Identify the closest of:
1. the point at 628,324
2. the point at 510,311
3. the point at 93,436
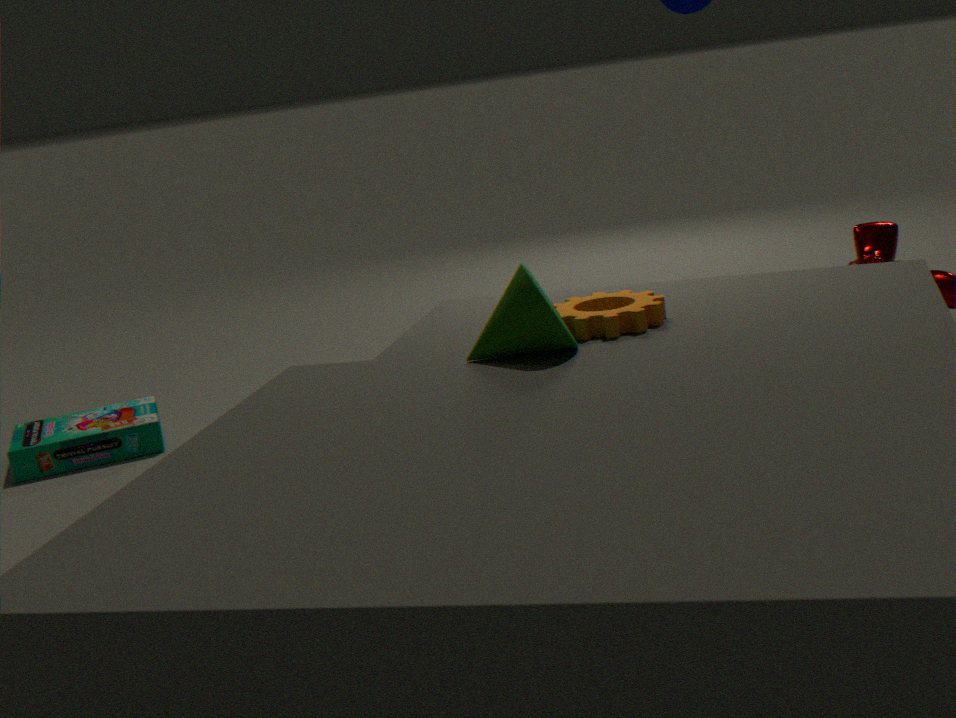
the point at 510,311
